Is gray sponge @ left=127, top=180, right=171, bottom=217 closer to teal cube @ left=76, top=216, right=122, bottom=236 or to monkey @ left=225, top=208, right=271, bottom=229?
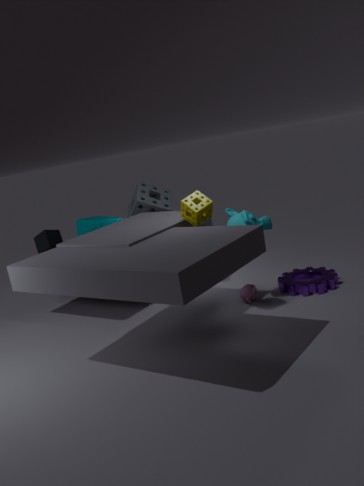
teal cube @ left=76, top=216, right=122, bottom=236
